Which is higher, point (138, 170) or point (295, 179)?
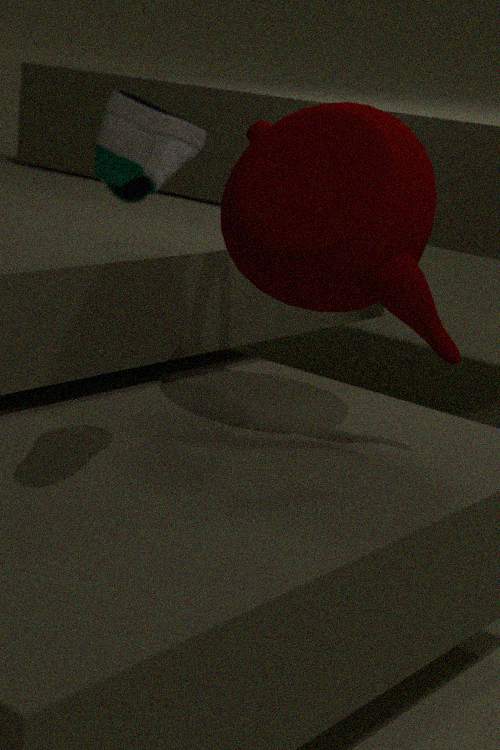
point (138, 170)
